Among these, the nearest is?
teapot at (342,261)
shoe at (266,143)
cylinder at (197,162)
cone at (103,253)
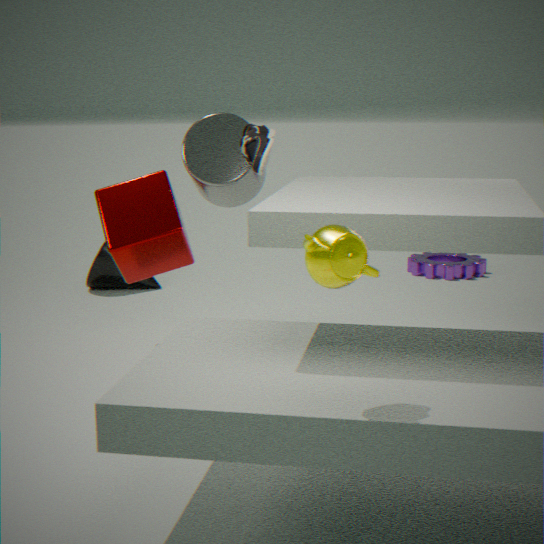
teapot at (342,261)
